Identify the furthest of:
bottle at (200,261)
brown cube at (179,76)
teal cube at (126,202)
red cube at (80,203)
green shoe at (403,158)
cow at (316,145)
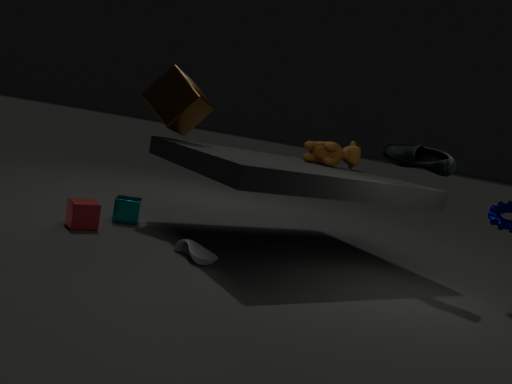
cow at (316,145)
